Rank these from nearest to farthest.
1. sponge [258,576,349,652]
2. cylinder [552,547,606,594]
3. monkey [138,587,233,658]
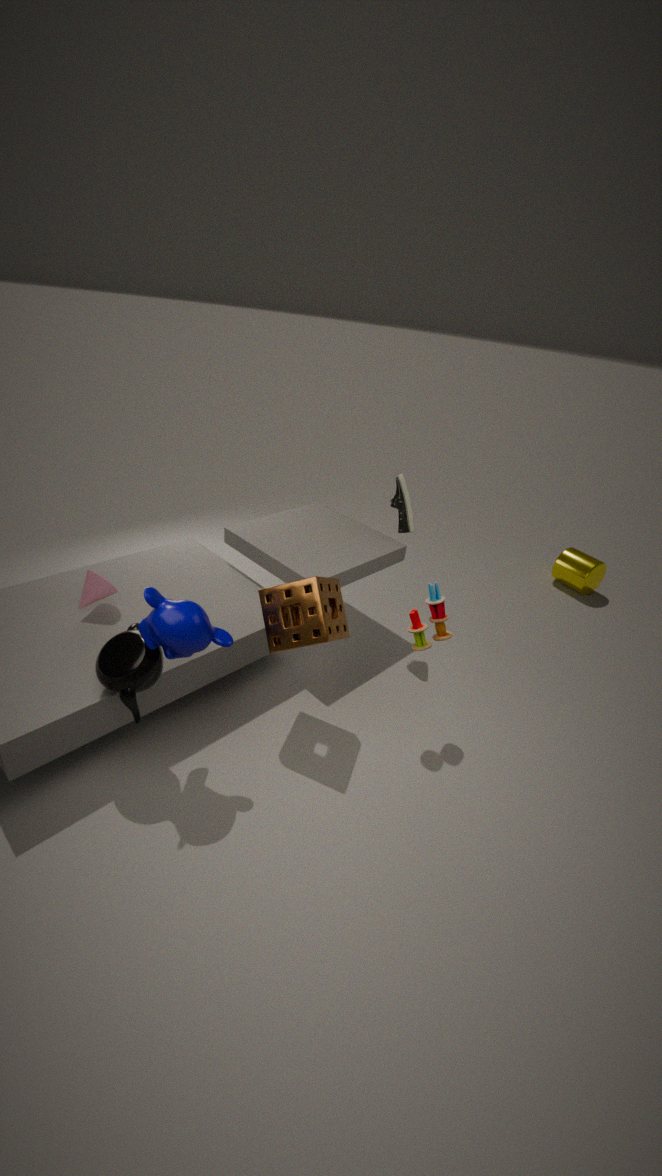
monkey [138,587,233,658]
sponge [258,576,349,652]
cylinder [552,547,606,594]
